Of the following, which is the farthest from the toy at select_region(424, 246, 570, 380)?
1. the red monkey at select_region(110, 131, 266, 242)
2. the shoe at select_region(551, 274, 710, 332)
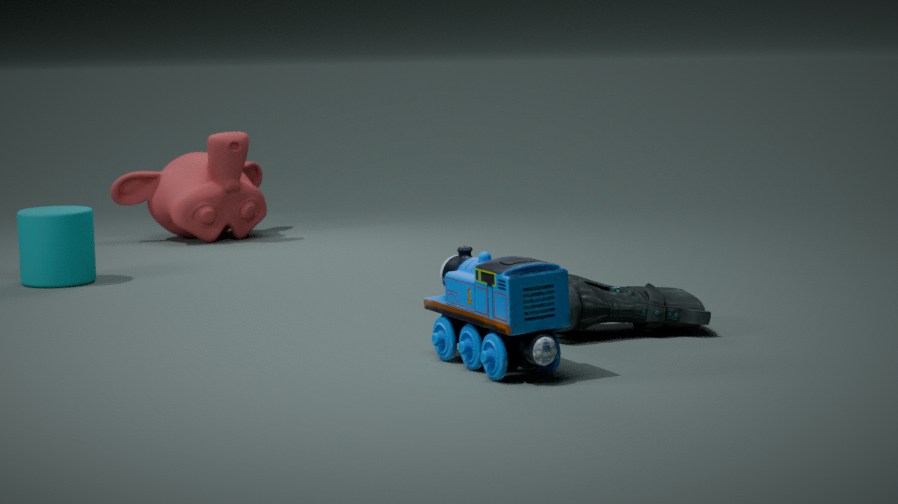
the red monkey at select_region(110, 131, 266, 242)
